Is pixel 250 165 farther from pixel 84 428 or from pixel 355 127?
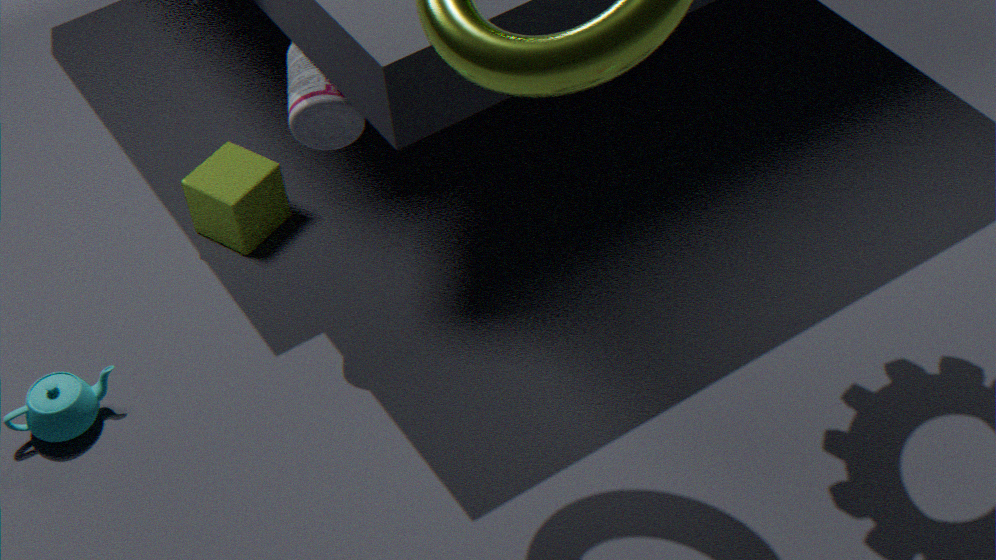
pixel 84 428
